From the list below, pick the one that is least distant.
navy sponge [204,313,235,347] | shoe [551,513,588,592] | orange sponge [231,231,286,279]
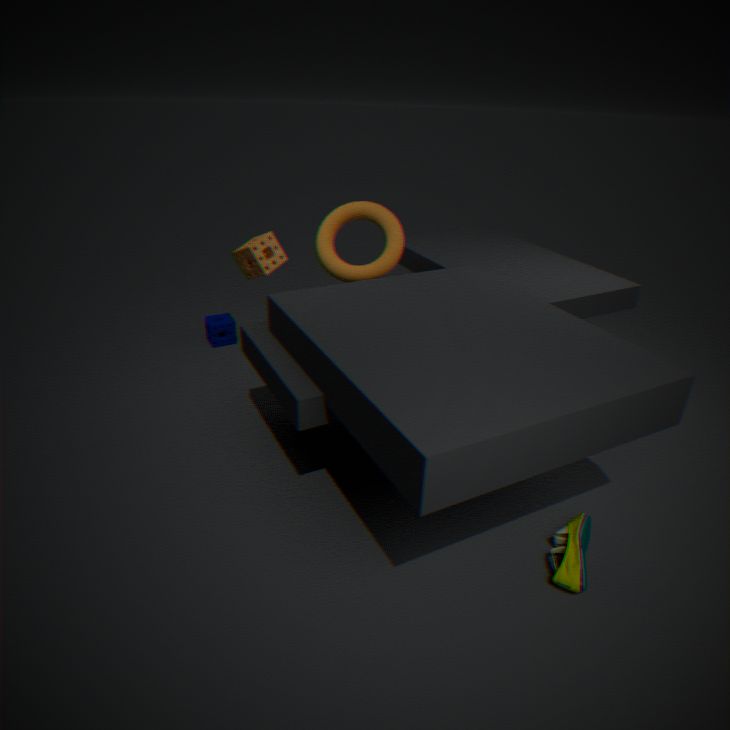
shoe [551,513,588,592]
